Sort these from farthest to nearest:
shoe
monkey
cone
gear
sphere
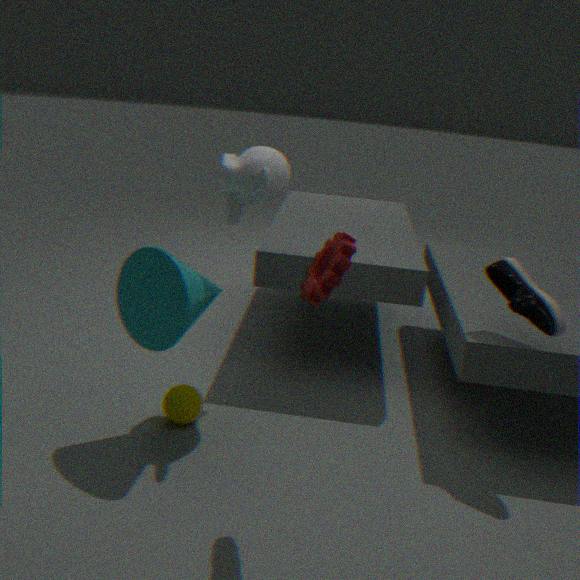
1. sphere
2. monkey
3. shoe
4. cone
5. gear
